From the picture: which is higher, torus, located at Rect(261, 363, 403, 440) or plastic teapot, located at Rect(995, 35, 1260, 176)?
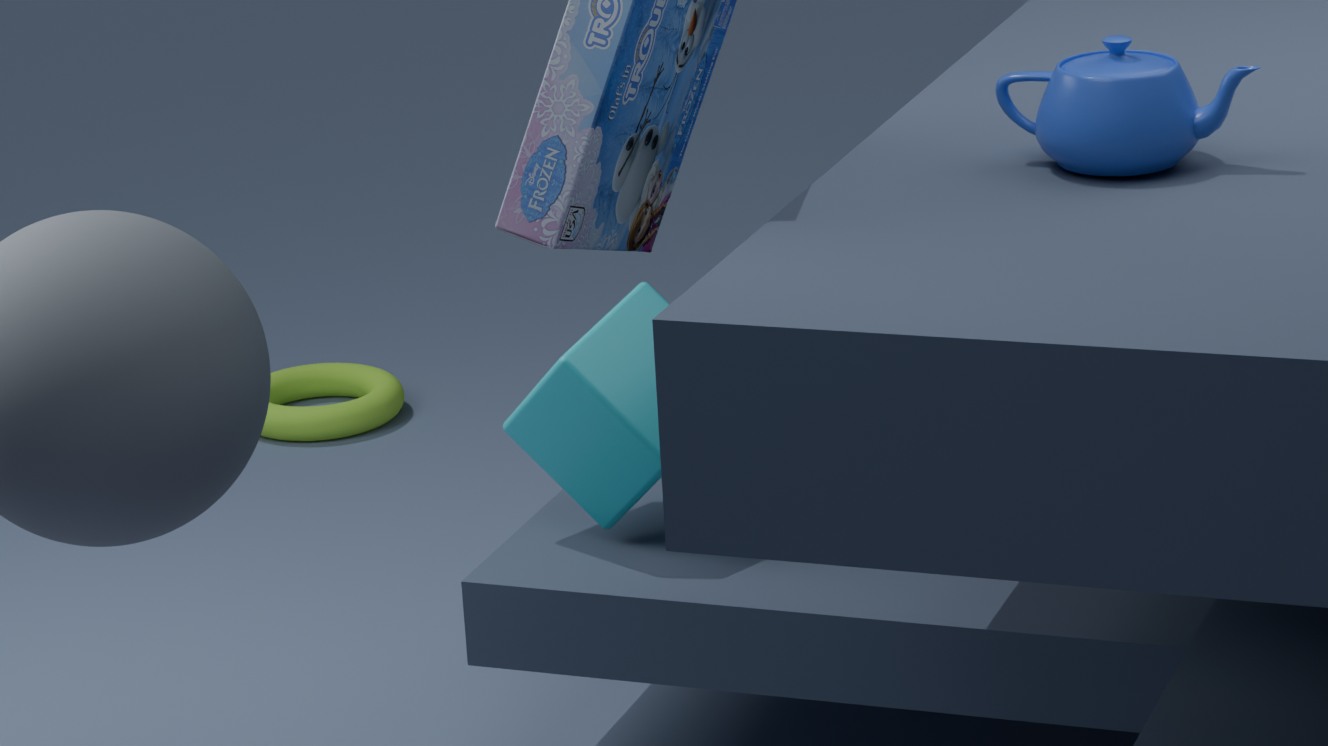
plastic teapot, located at Rect(995, 35, 1260, 176)
